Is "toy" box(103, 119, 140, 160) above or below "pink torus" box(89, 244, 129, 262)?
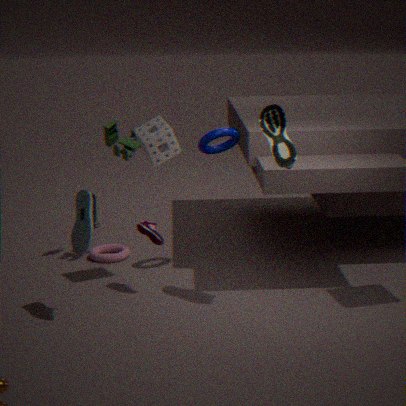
above
